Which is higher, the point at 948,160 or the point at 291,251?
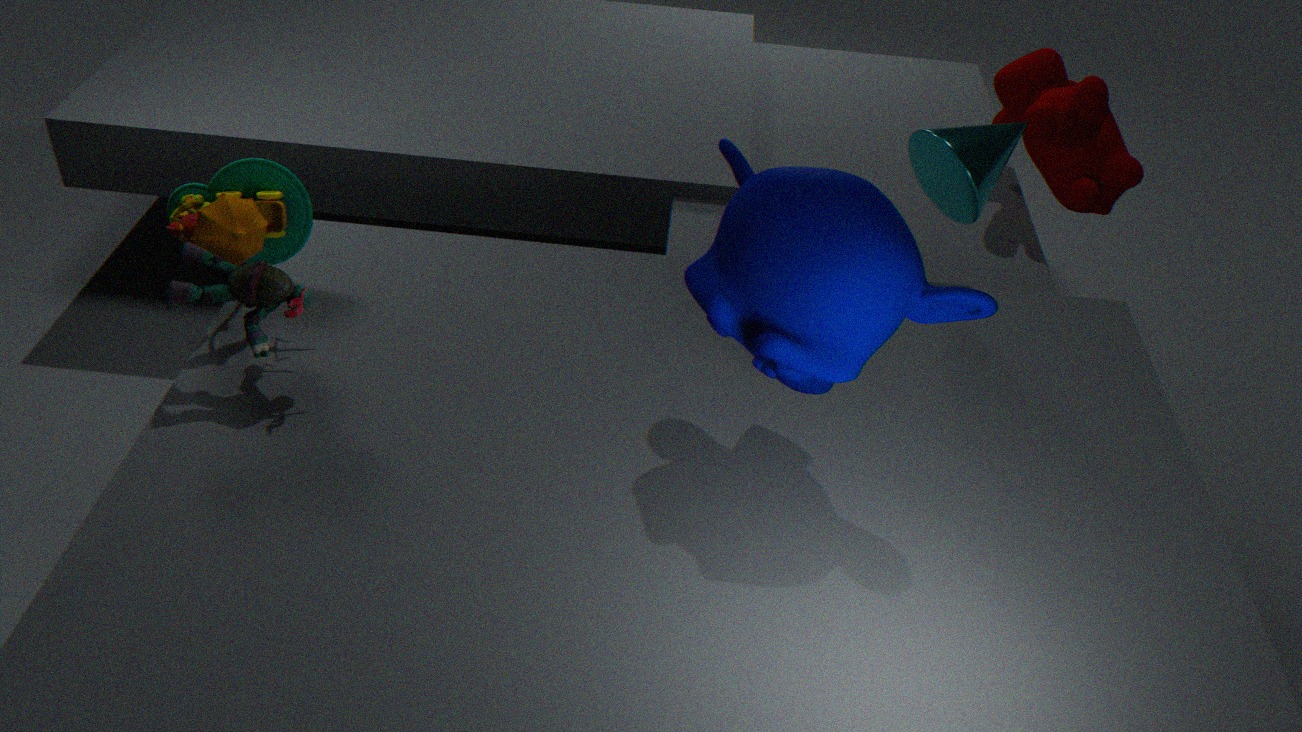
the point at 948,160
